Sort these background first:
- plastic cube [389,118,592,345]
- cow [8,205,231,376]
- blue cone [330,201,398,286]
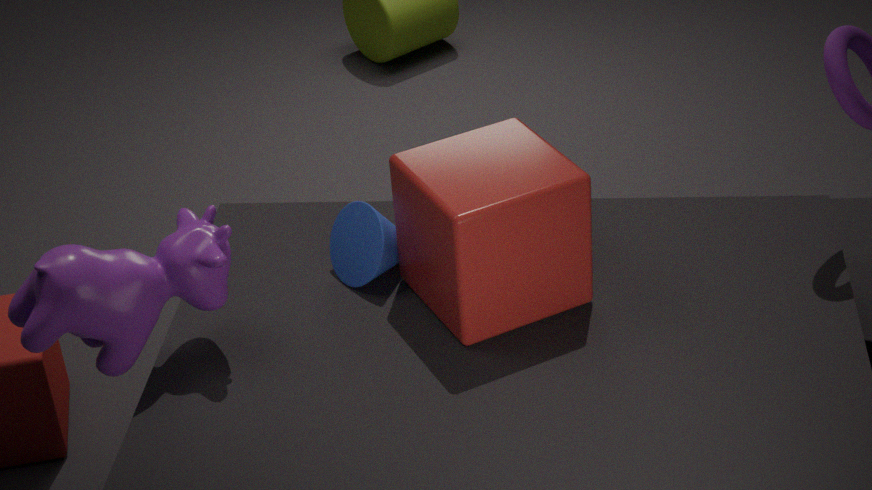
blue cone [330,201,398,286], plastic cube [389,118,592,345], cow [8,205,231,376]
